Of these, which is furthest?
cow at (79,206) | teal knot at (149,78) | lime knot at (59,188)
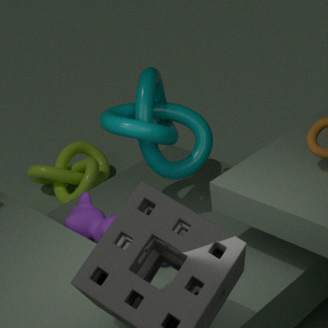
lime knot at (59,188)
